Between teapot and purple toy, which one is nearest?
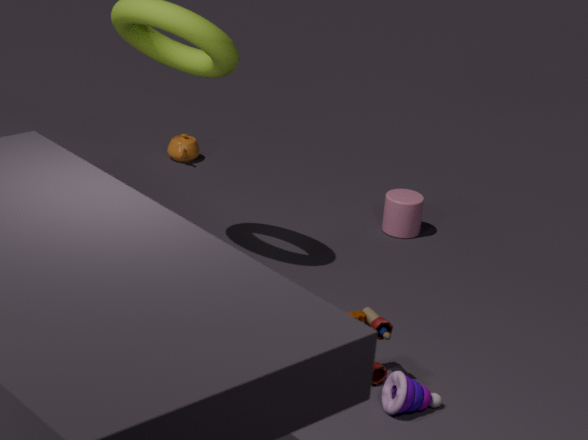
purple toy
